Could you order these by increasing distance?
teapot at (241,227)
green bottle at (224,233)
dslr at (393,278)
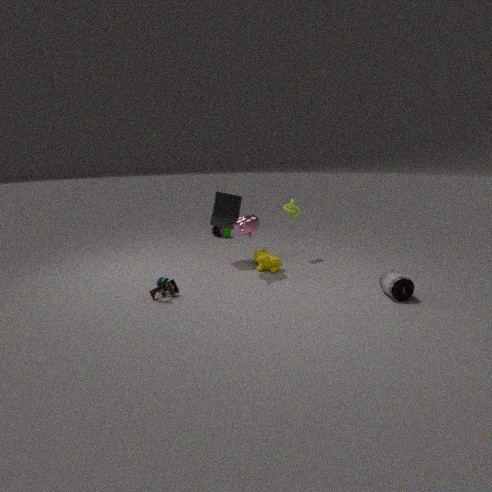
dslr at (393,278) → teapot at (241,227) → green bottle at (224,233)
